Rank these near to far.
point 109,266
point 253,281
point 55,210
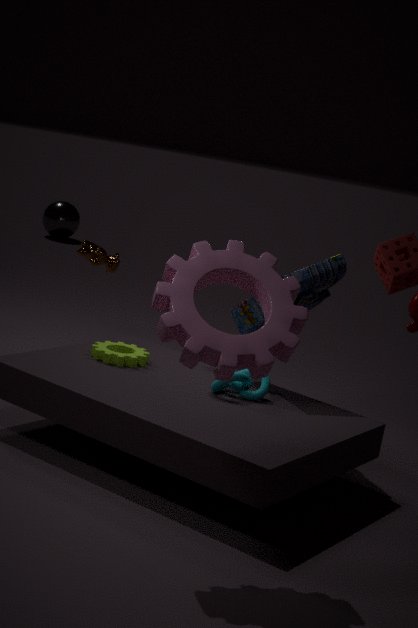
Answer: 1. point 253,281
2. point 109,266
3. point 55,210
